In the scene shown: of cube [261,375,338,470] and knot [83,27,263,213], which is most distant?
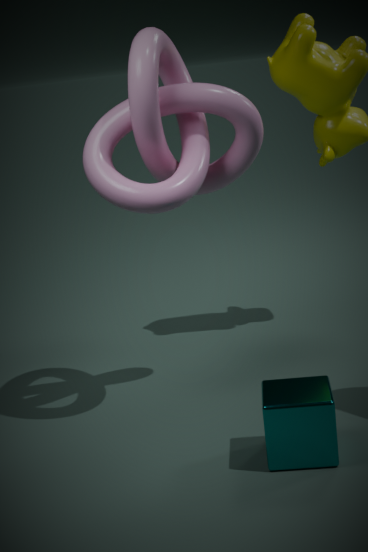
knot [83,27,263,213]
